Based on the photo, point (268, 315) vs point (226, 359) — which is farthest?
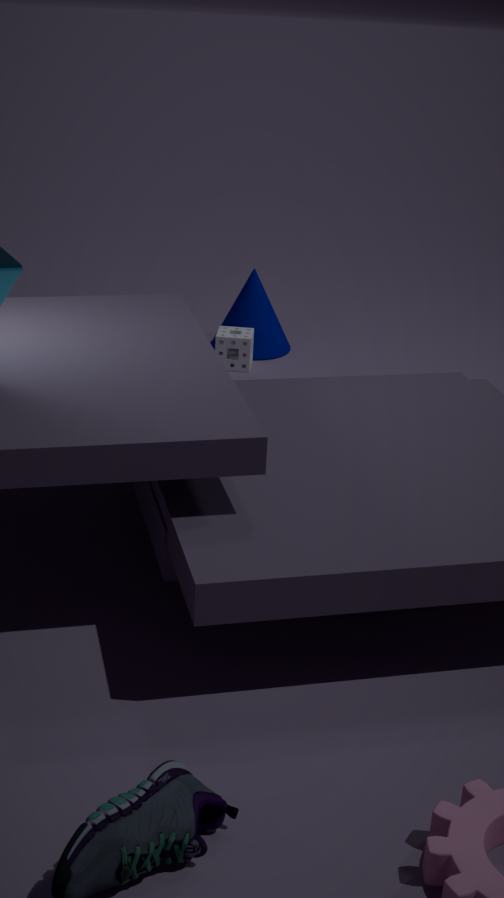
point (268, 315)
